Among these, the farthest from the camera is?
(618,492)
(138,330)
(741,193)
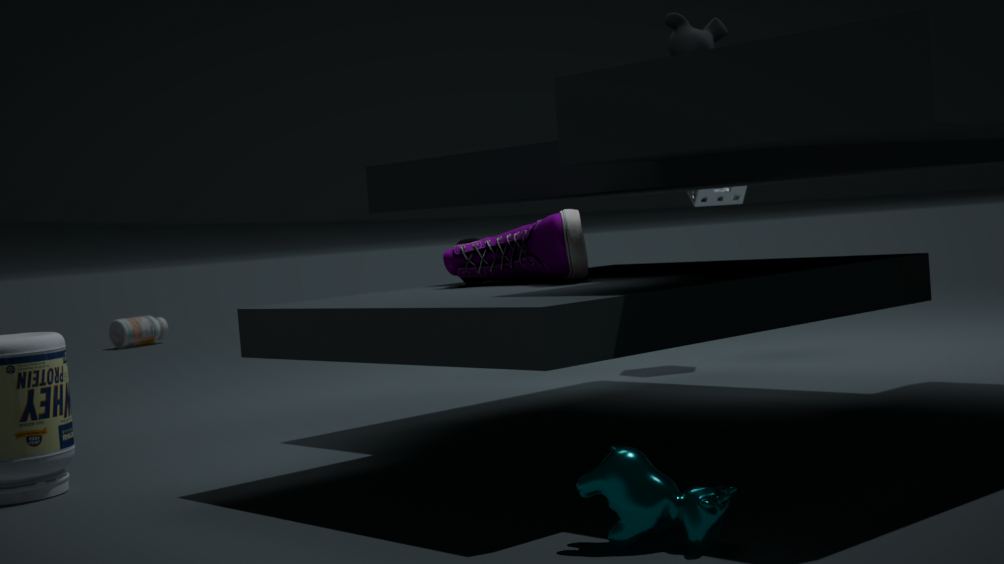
(138,330)
